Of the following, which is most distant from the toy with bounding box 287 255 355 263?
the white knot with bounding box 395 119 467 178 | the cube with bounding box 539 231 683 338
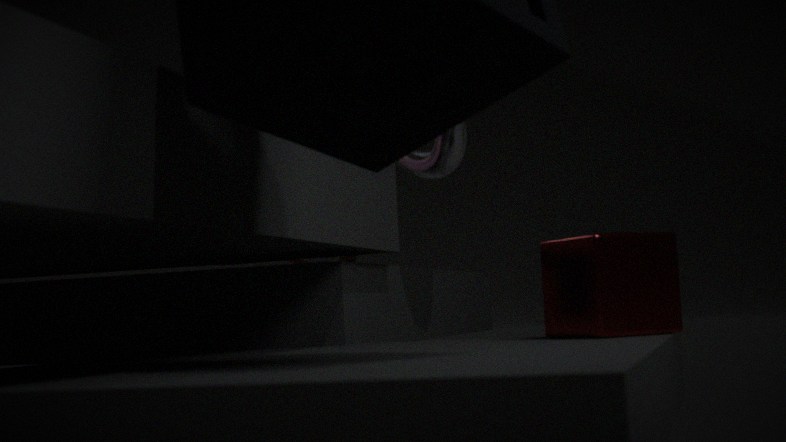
the cube with bounding box 539 231 683 338
